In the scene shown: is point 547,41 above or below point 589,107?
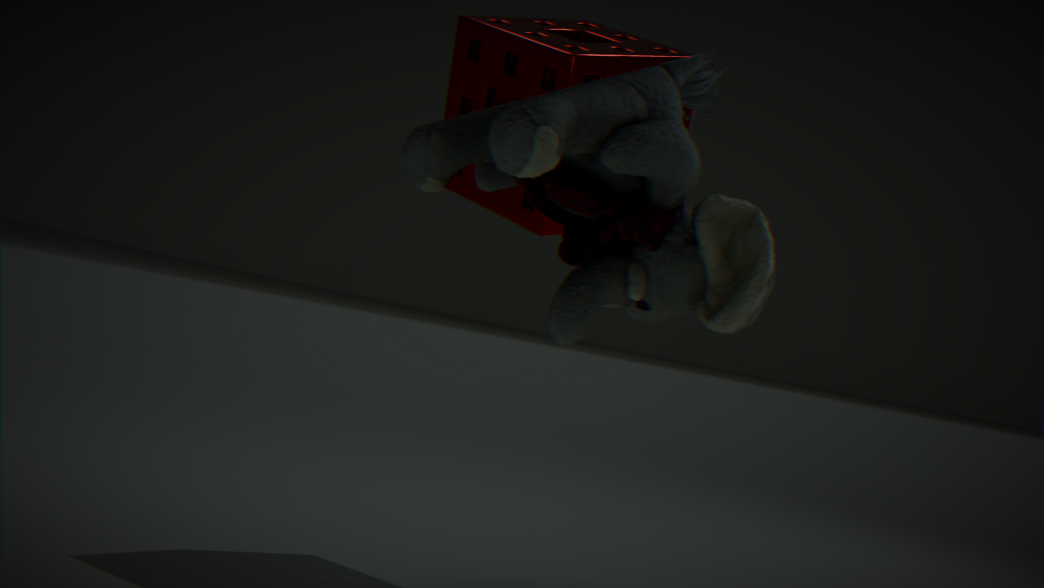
above
